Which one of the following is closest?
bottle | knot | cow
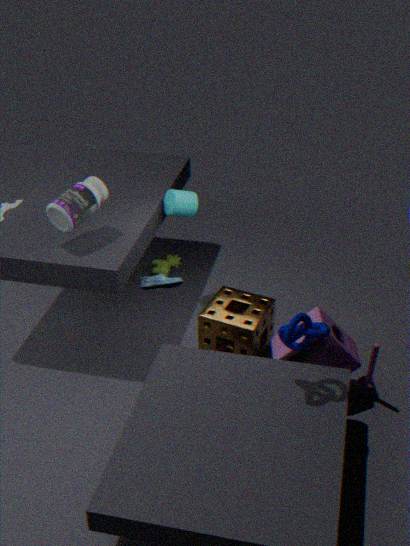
knot
